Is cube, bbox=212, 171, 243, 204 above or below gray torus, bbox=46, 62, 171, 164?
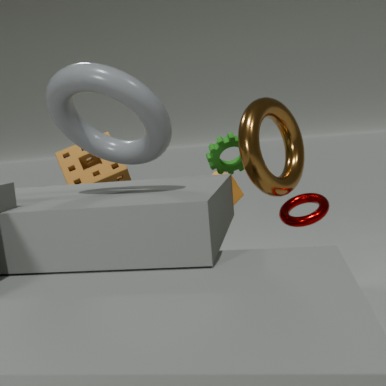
below
